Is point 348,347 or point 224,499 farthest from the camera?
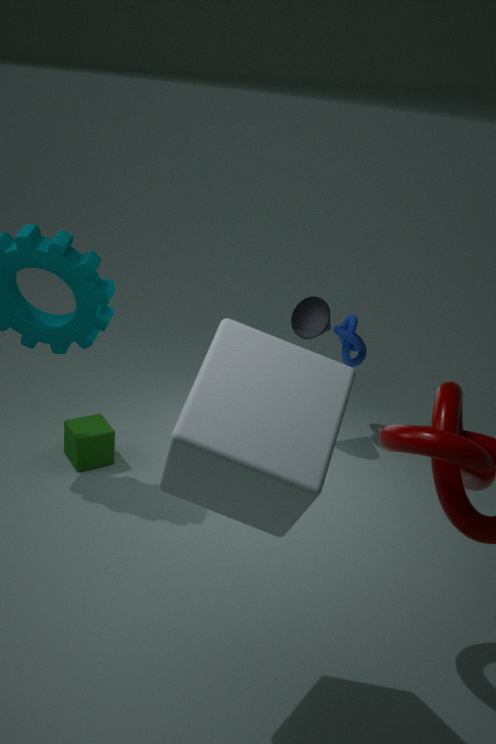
point 348,347
